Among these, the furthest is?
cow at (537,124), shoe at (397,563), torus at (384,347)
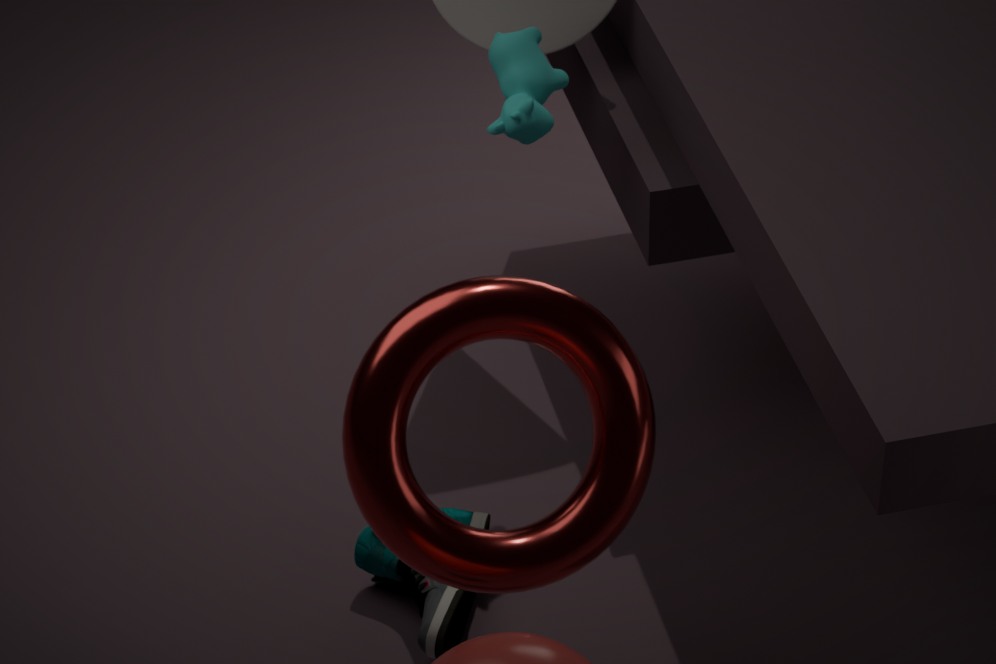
cow at (537,124)
